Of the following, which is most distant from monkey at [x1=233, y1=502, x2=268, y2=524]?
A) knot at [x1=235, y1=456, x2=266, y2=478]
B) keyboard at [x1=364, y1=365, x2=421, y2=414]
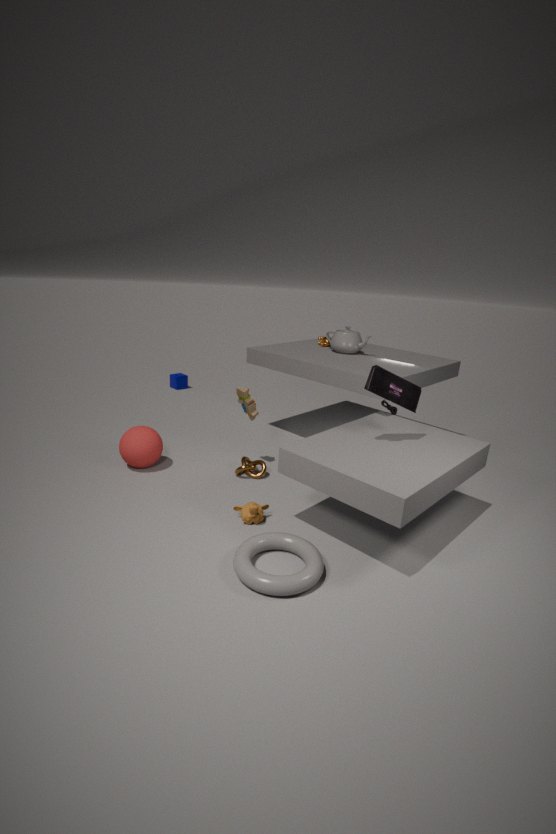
keyboard at [x1=364, y1=365, x2=421, y2=414]
